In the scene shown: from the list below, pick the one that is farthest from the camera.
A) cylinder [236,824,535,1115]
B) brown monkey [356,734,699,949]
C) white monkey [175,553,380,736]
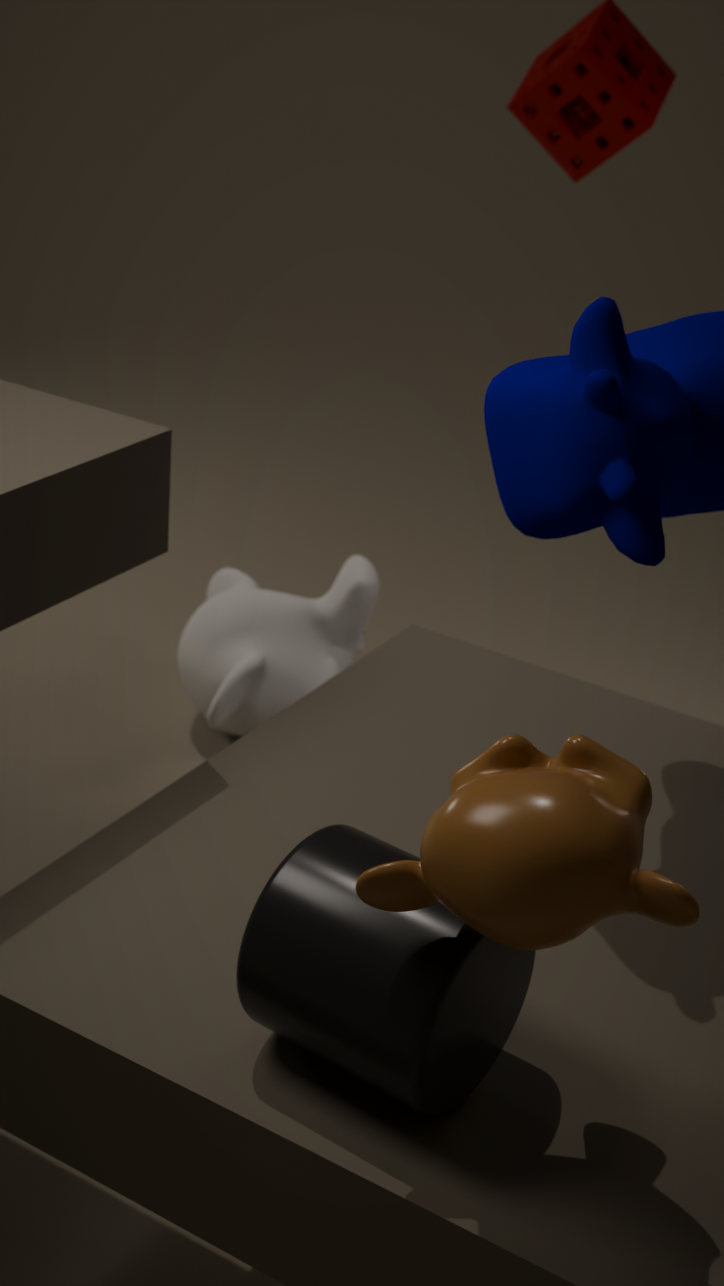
white monkey [175,553,380,736]
